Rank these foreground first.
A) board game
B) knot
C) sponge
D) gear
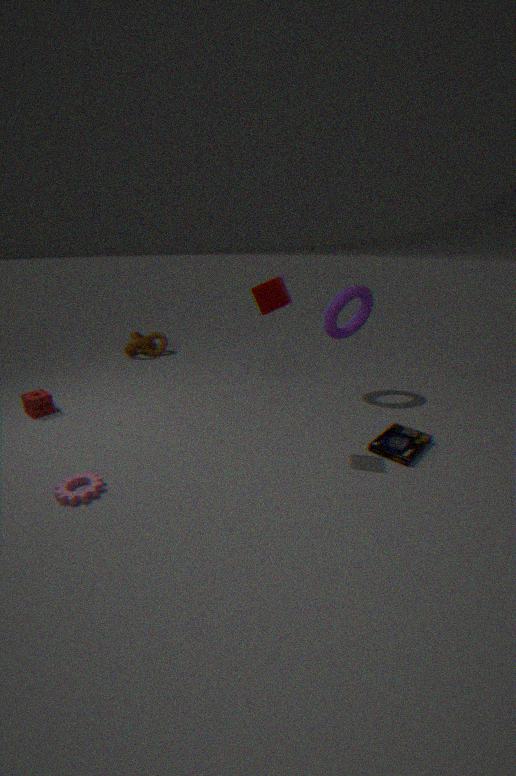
gear → board game → sponge → knot
